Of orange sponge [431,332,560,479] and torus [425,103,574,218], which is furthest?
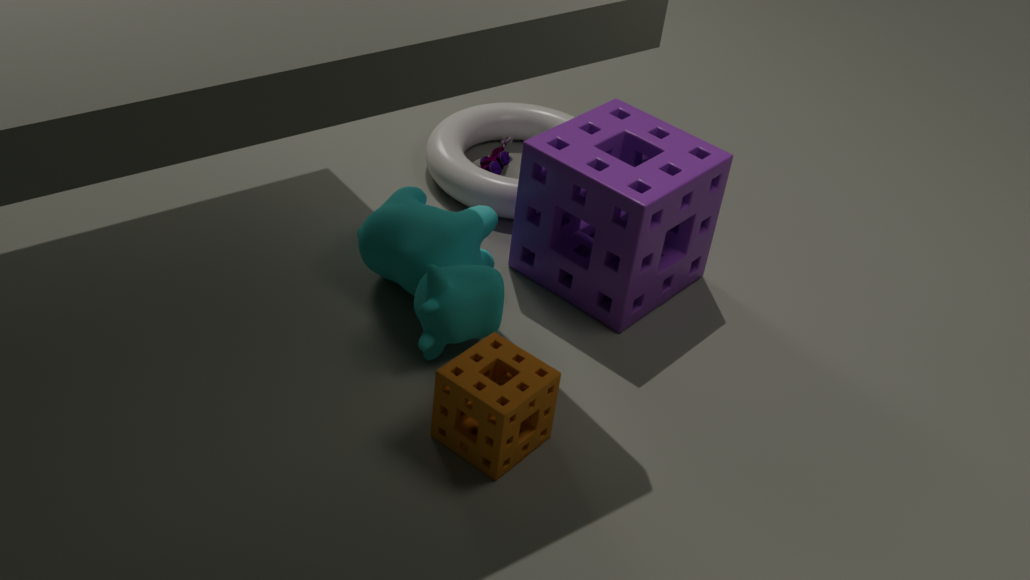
torus [425,103,574,218]
